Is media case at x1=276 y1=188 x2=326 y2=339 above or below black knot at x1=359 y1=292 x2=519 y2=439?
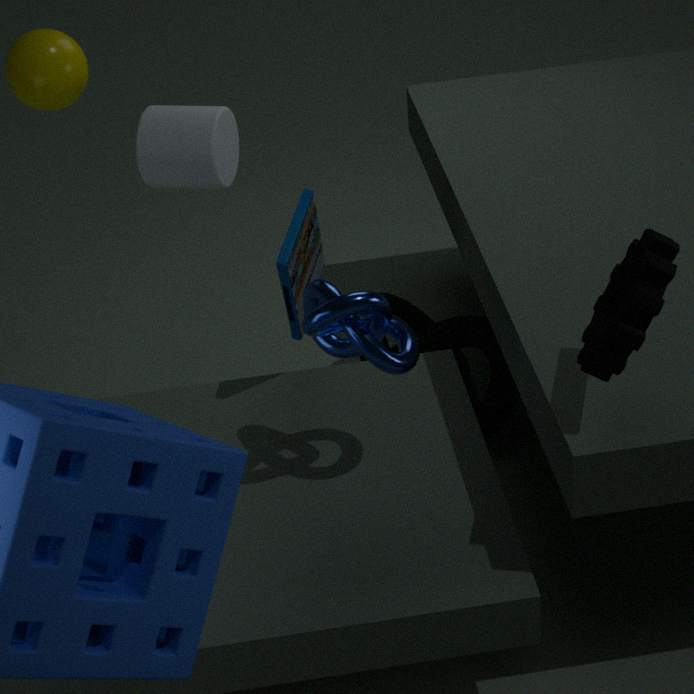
above
